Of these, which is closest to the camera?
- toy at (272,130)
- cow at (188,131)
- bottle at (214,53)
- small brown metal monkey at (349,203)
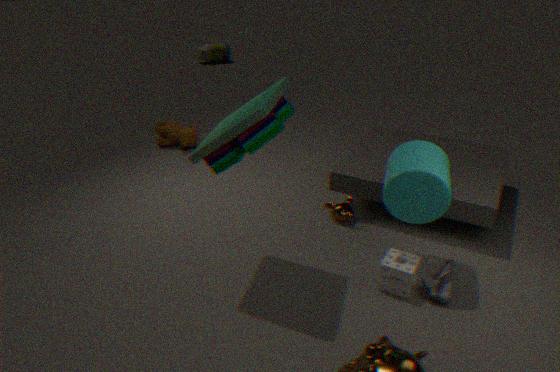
toy at (272,130)
